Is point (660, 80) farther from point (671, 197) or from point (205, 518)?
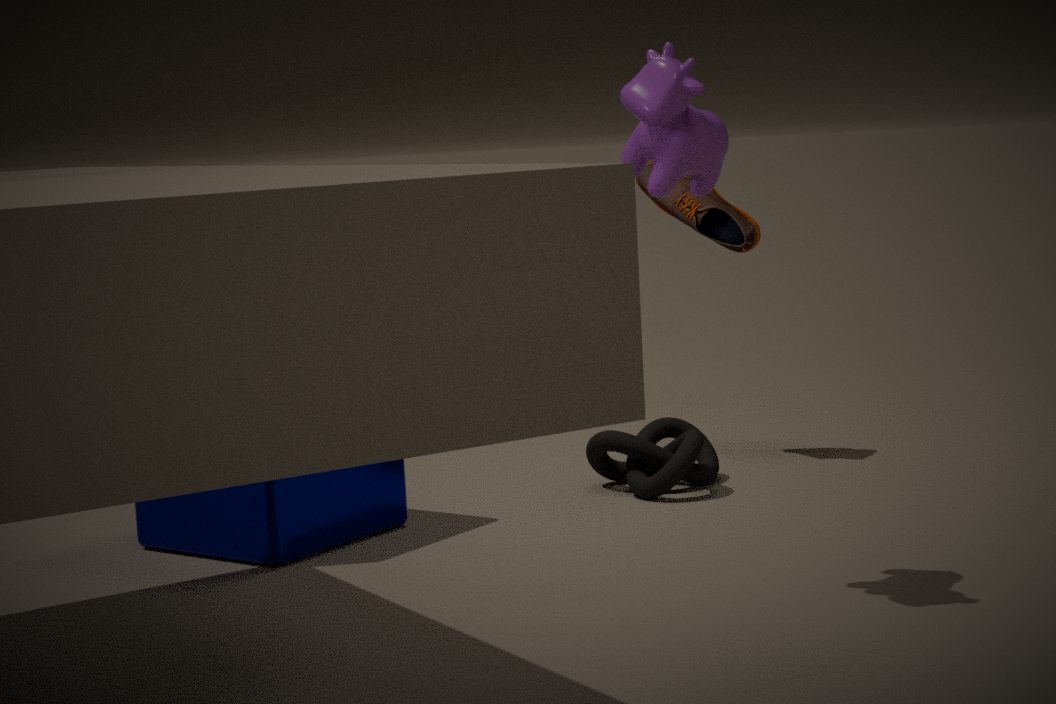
point (671, 197)
